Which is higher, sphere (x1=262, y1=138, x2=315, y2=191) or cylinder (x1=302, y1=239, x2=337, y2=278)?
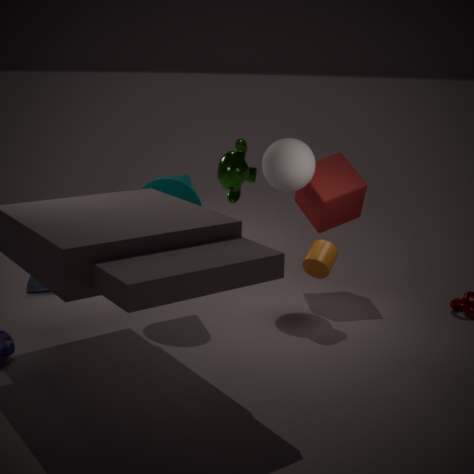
sphere (x1=262, y1=138, x2=315, y2=191)
